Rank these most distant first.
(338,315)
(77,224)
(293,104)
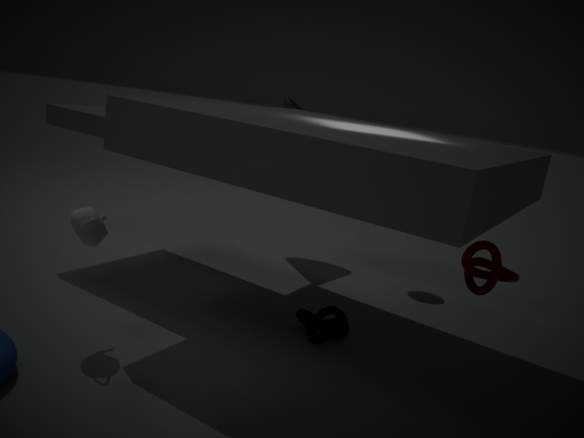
1. (293,104)
2. (338,315)
3. (77,224)
